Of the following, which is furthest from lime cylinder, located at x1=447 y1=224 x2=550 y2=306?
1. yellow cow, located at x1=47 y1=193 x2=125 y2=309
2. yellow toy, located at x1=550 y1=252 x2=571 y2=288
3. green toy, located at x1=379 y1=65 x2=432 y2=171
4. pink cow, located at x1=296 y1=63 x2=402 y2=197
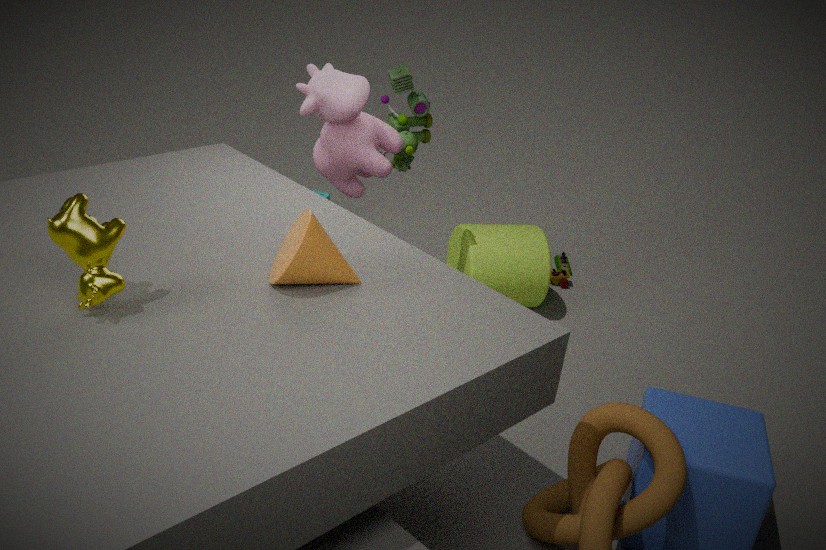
yellow cow, located at x1=47 y1=193 x2=125 y2=309
